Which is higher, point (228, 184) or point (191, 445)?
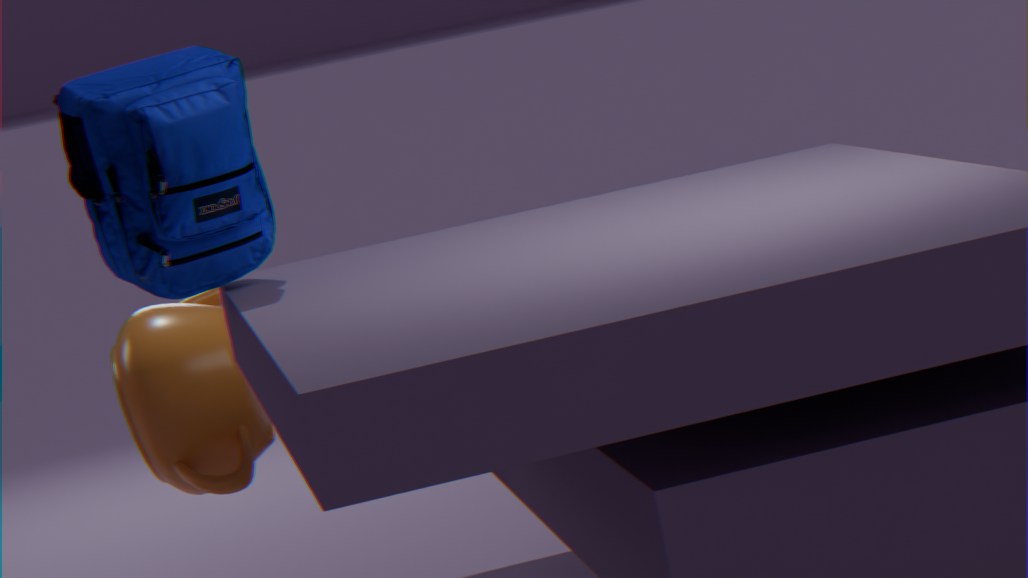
point (228, 184)
